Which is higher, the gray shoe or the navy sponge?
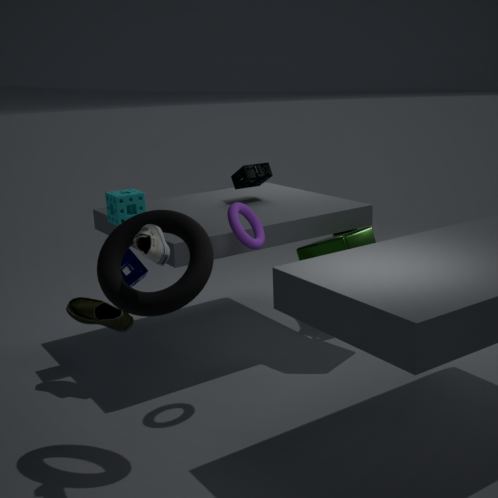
the gray shoe
